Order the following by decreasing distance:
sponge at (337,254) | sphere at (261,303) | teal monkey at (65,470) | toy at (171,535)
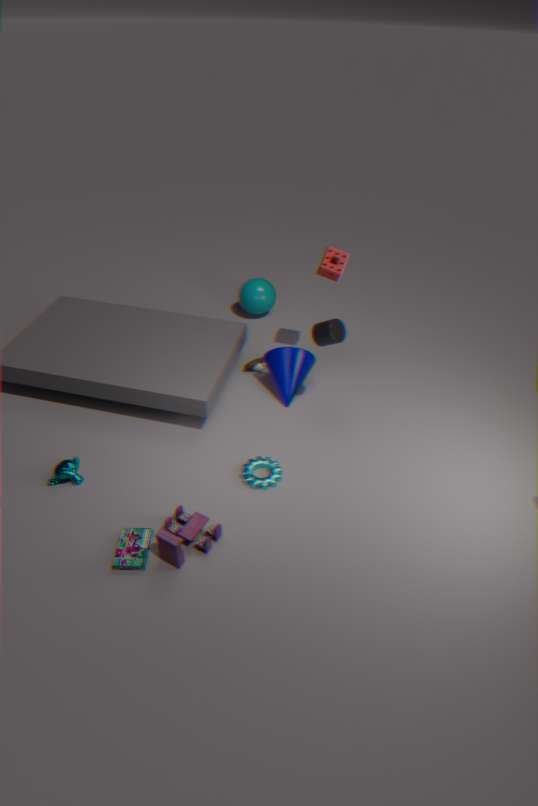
1. sphere at (261,303)
2. sponge at (337,254)
3. teal monkey at (65,470)
4. toy at (171,535)
